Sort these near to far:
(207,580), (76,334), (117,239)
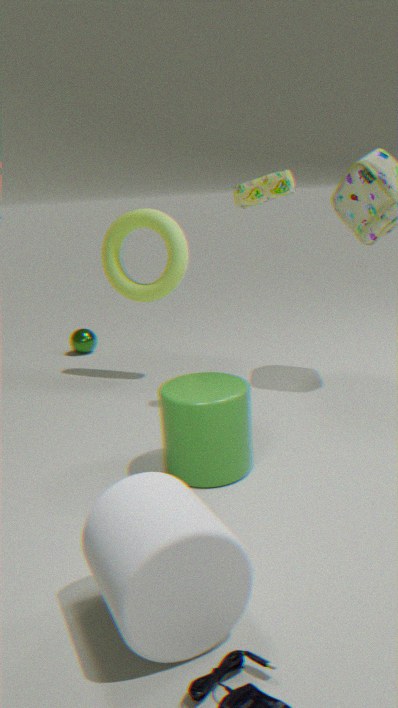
(207,580)
(117,239)
(76,334)
